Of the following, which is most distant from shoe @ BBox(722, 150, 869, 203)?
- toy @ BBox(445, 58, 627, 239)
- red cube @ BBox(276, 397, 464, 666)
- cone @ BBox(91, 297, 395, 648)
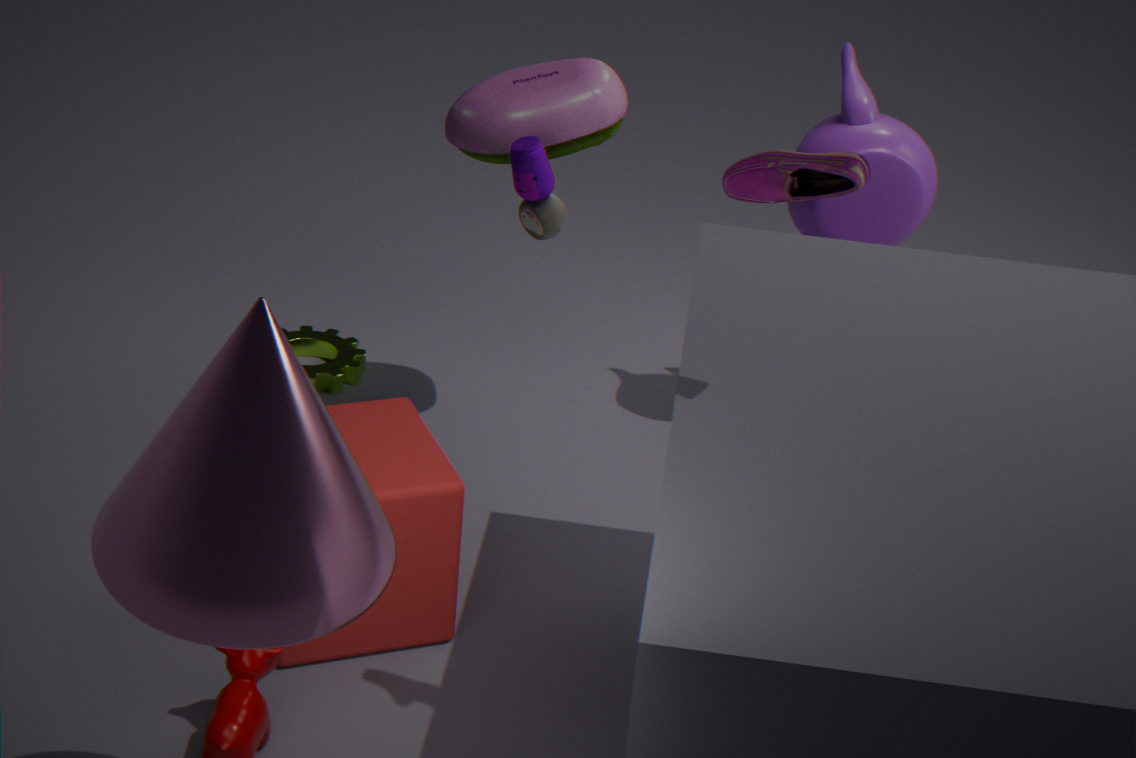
toy @ BBox(445, 58, 627, 239)
